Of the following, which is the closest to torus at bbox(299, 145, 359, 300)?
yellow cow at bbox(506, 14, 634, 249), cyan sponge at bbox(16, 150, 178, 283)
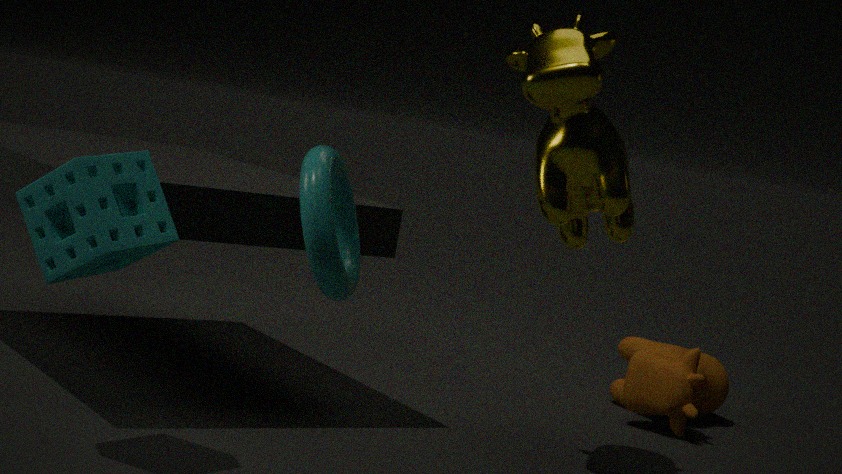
cyan sponge at bbox(16, 150, 178, 283)
